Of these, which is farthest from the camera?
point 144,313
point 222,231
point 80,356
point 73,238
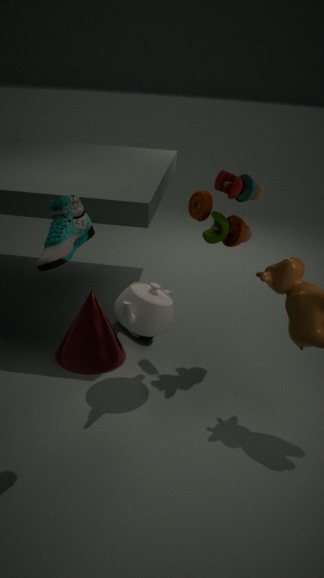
point 80,356
